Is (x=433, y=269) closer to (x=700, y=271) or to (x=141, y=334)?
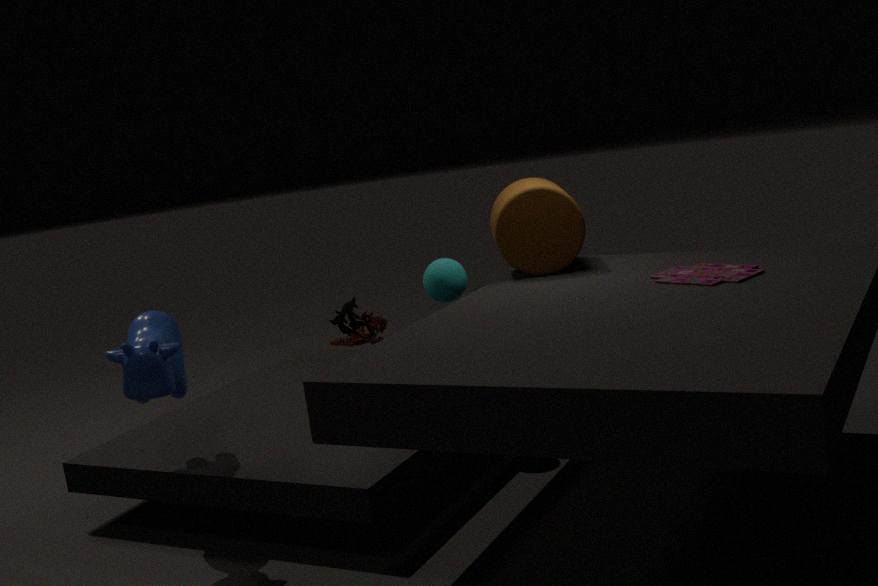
(x=700, y=271)
